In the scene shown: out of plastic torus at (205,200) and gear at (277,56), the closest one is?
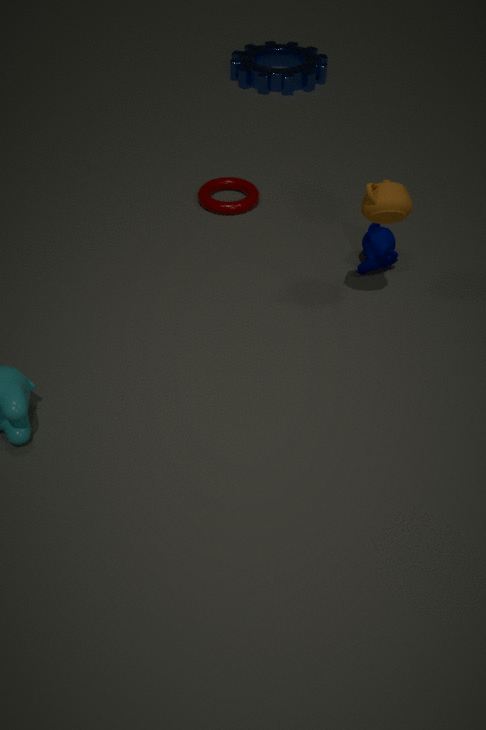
plastic torus at (205,200)
